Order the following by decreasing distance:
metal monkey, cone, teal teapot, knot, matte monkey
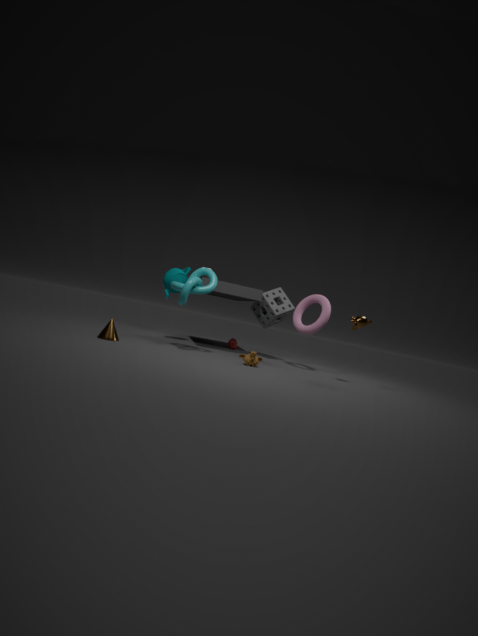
teal teapot, metal monkey, matte monkey, knot, cone
